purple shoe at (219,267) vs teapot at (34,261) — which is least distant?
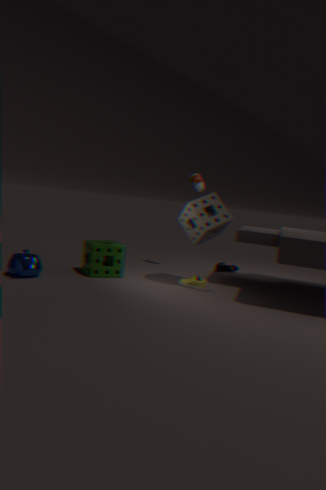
teapot at (34,261)
